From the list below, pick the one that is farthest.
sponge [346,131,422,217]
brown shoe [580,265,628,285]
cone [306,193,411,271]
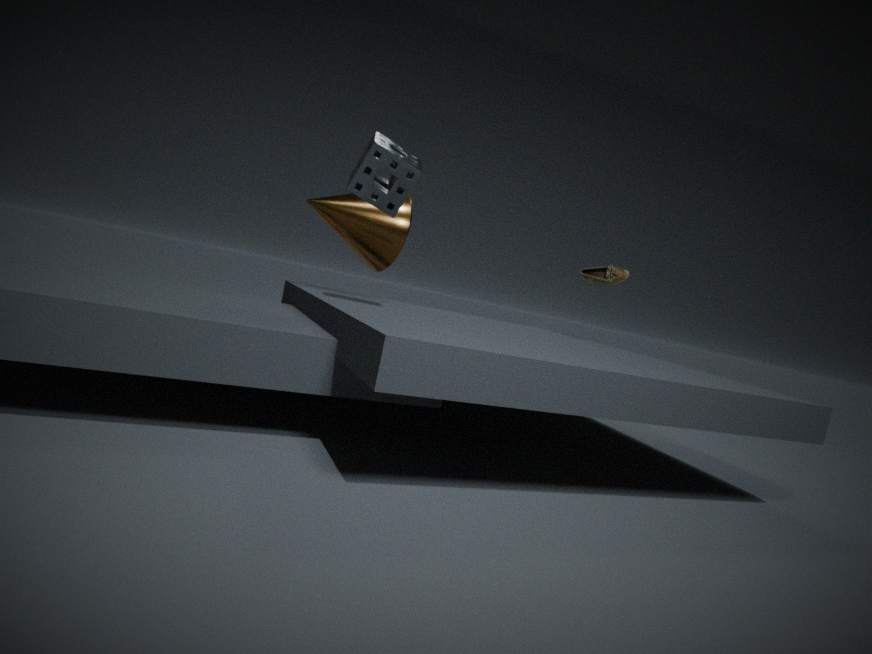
brown shoe [580,265,628,285]
